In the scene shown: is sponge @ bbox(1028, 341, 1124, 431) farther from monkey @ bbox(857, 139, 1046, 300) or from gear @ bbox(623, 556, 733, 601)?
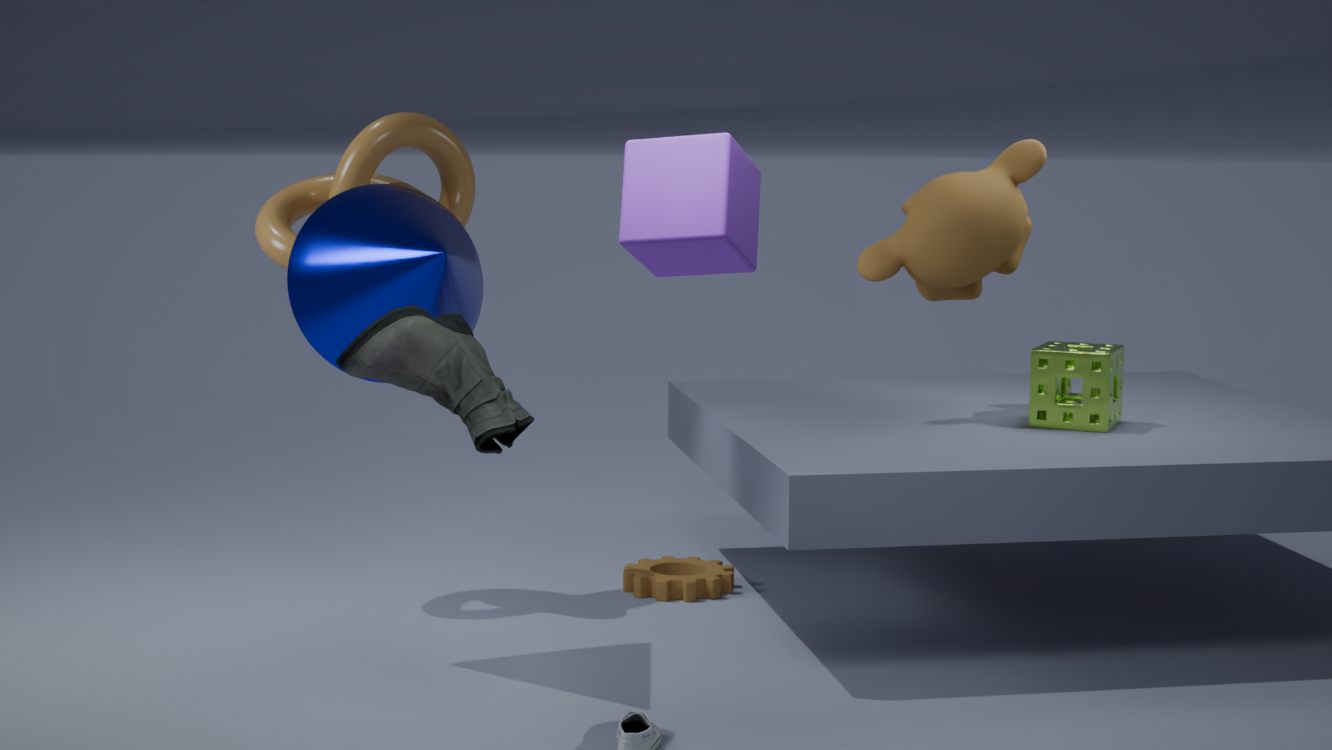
gear @ bbox(623, 556, 733, 601)
